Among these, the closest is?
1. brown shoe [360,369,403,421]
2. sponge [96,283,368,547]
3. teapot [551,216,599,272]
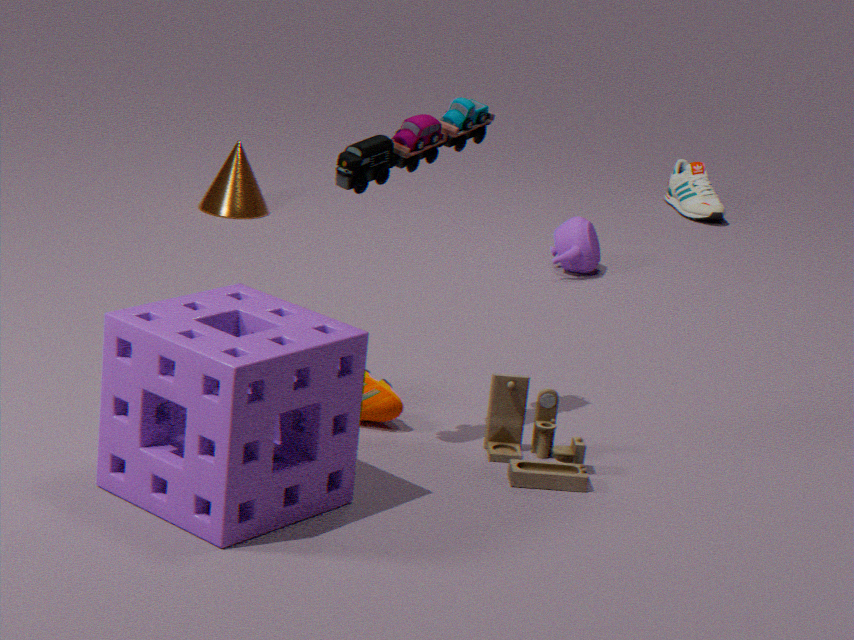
→ sponge [96,283,368,547]
